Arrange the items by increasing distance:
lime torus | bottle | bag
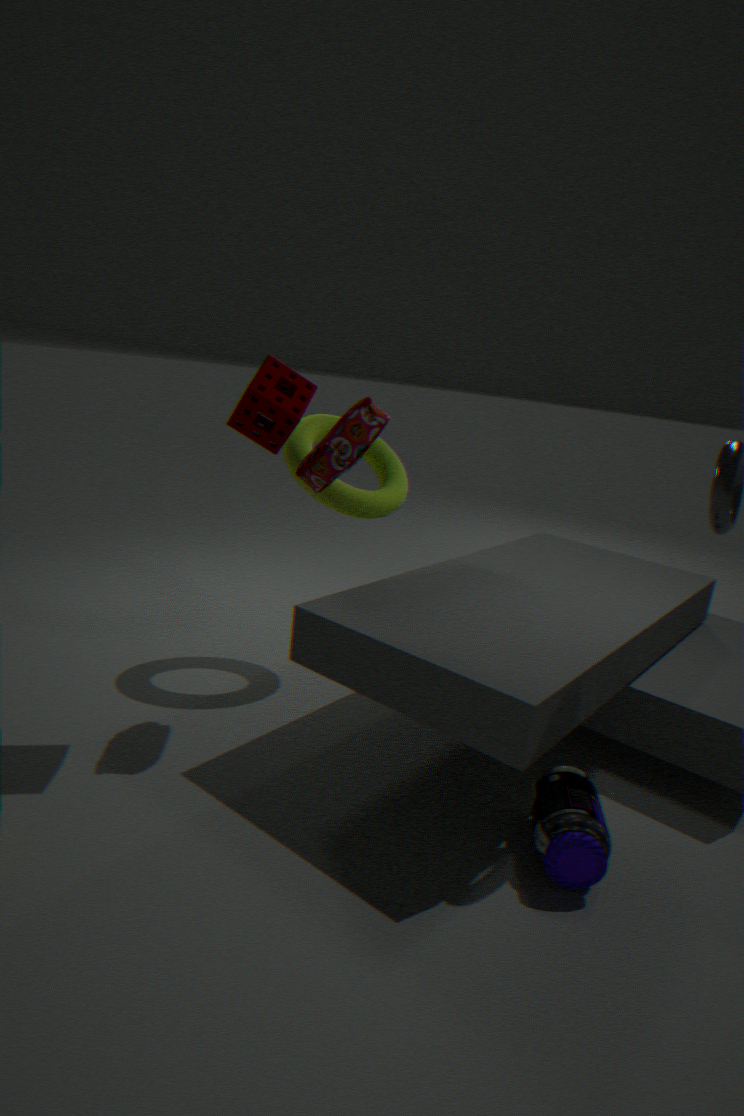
bottle, bag, lime torus
